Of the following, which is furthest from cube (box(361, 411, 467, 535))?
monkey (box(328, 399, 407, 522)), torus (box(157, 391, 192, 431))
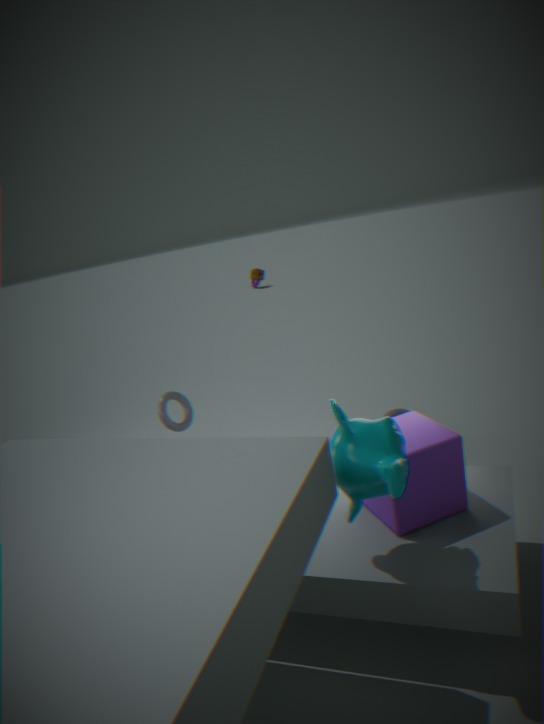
torus (box(157, 391, 192, 431))
